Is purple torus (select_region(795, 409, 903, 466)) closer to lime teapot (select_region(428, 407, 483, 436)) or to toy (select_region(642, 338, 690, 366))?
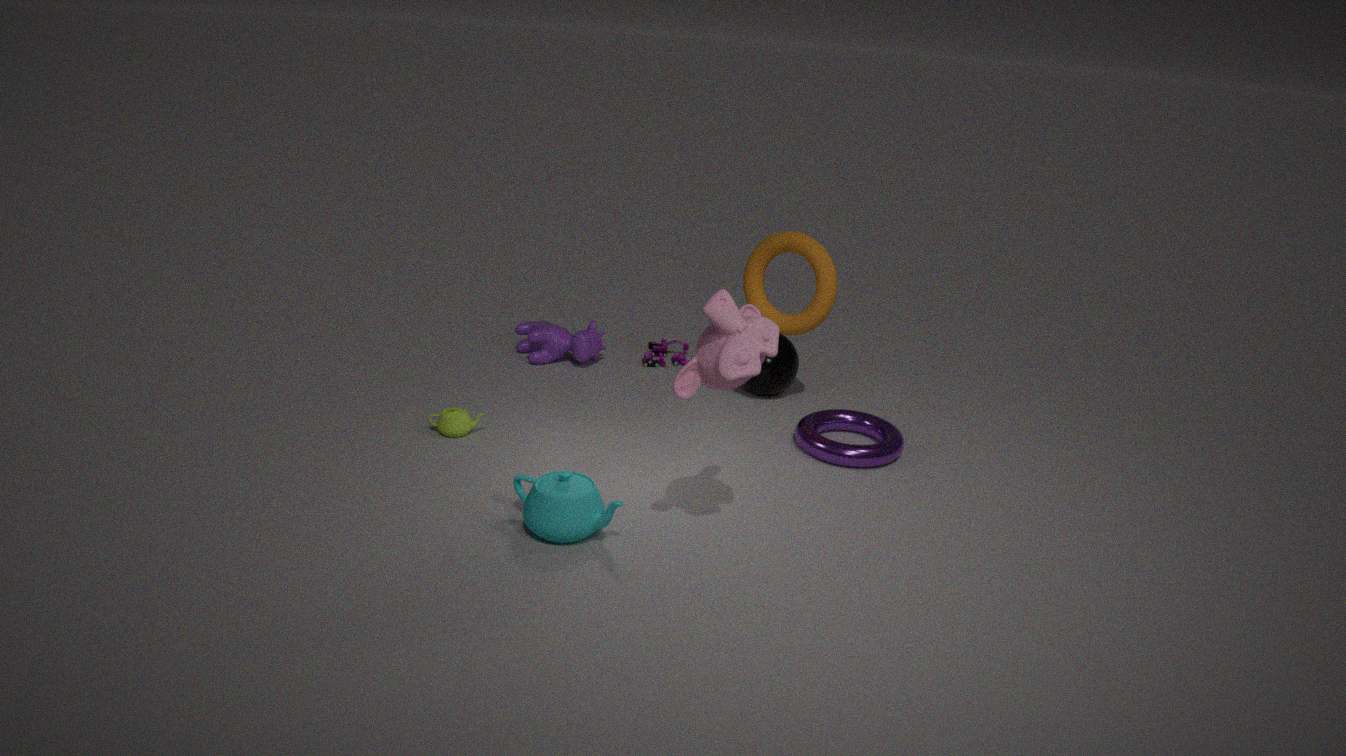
toy (select_region(642, 338, 690, 366))
